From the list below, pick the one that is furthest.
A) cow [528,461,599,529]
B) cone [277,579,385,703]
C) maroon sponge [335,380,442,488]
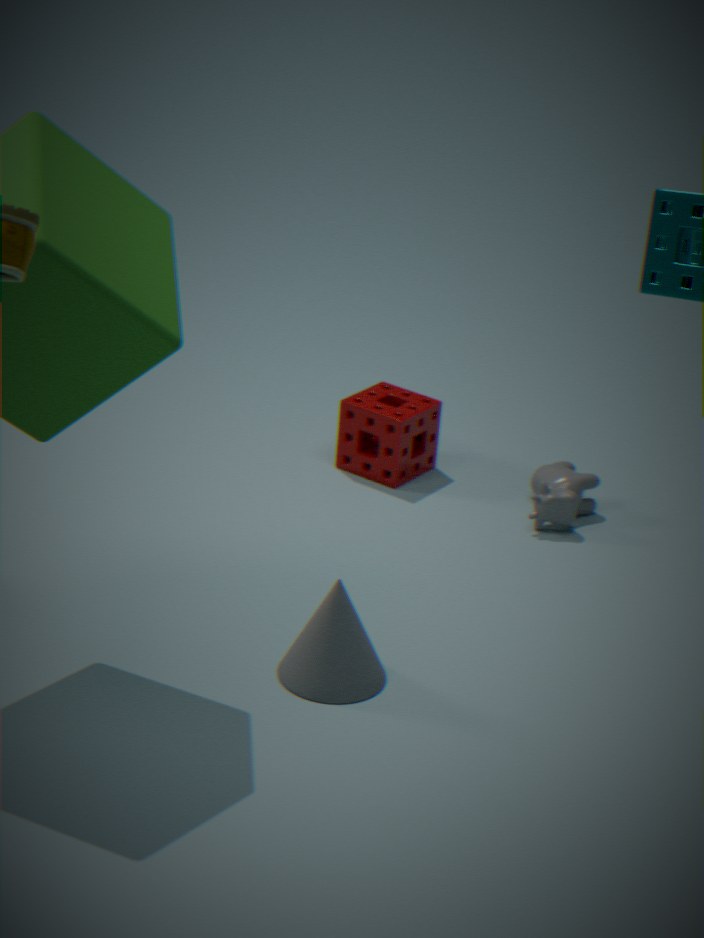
maroon sponge [335,380,442,488]
